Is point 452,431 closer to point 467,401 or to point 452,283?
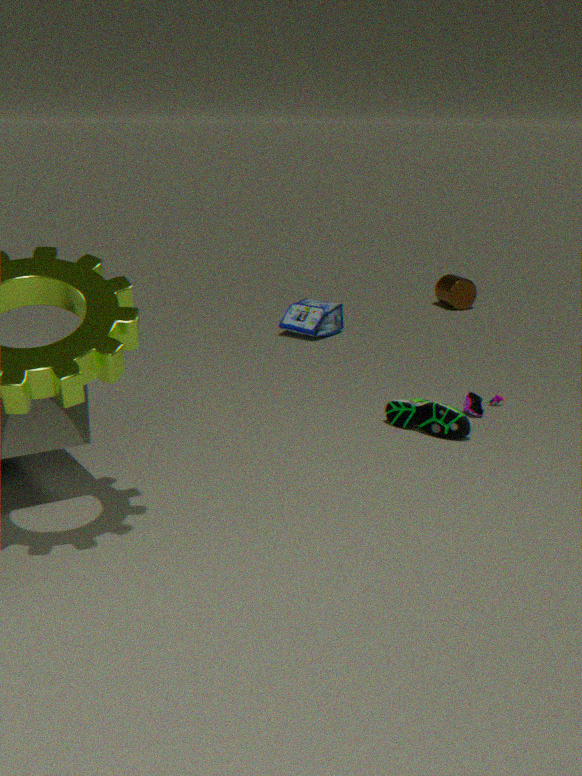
point 467,401
